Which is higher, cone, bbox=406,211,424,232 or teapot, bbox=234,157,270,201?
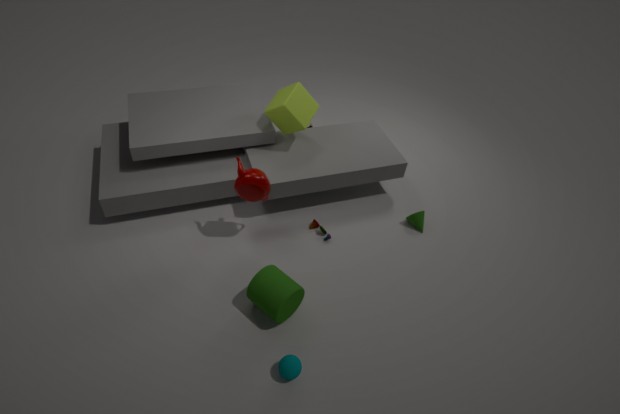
teapot, bbox=234,157,270,201
